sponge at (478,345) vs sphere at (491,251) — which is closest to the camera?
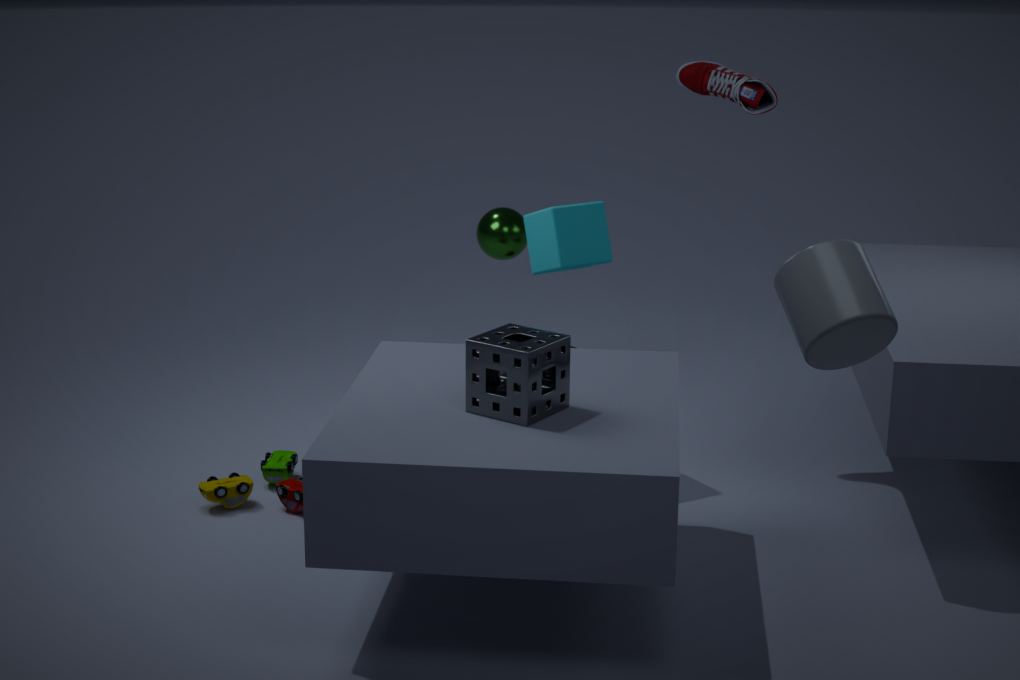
sponge at (478,345)
